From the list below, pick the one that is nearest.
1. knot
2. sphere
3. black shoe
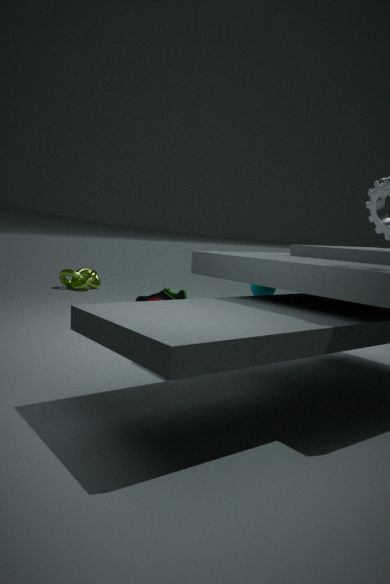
sphere
